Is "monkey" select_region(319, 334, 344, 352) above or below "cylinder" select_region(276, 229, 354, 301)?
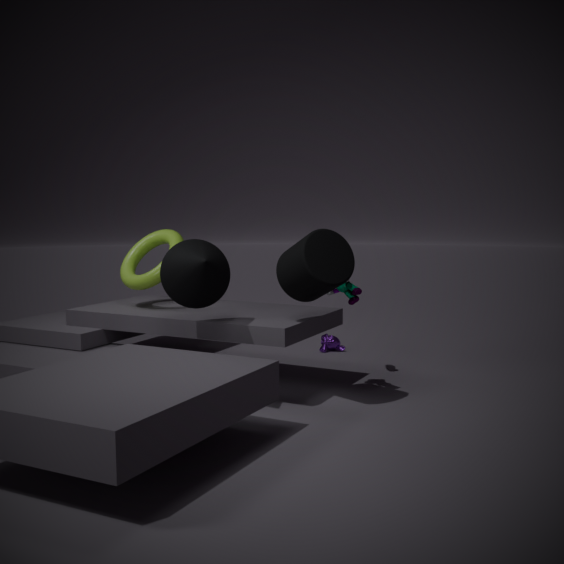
below
